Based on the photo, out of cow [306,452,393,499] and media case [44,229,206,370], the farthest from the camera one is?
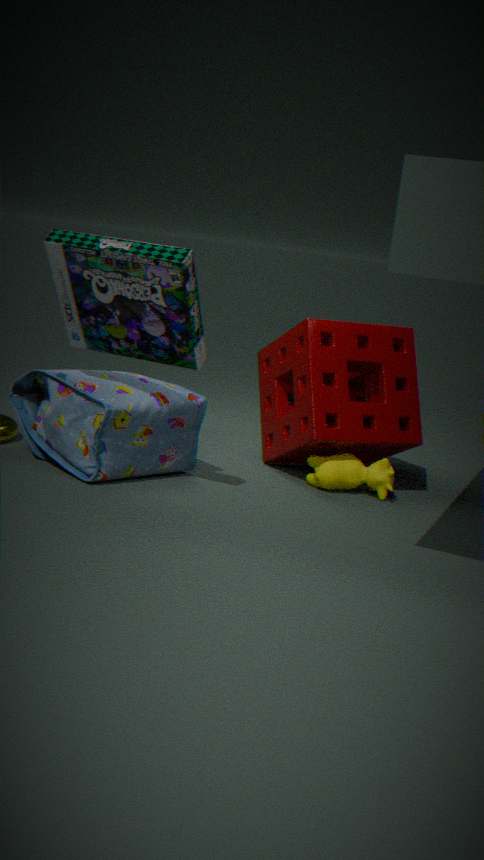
cow [306,452,393,499]
